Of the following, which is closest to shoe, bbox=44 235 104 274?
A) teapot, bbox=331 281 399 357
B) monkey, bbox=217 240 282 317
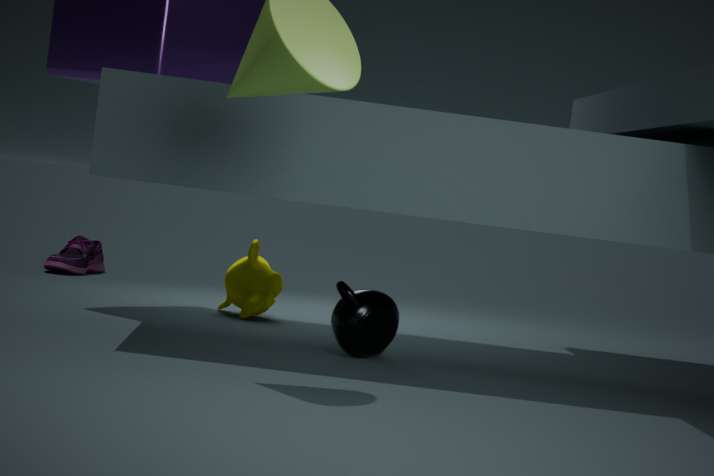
monkey, bbox=217 240 282 317
